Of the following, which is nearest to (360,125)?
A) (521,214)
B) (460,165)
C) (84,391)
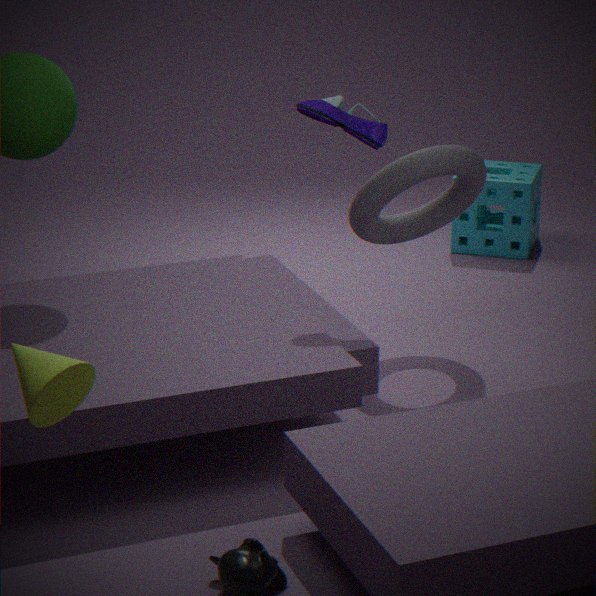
(460,165)
